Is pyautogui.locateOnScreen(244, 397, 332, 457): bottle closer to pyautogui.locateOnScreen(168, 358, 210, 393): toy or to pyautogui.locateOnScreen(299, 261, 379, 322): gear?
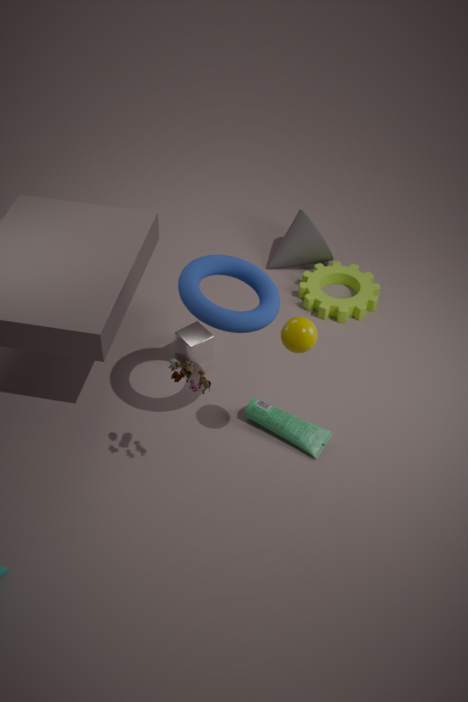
pyautogui.locateOnScreen(168, 358, 210, 393): toy
